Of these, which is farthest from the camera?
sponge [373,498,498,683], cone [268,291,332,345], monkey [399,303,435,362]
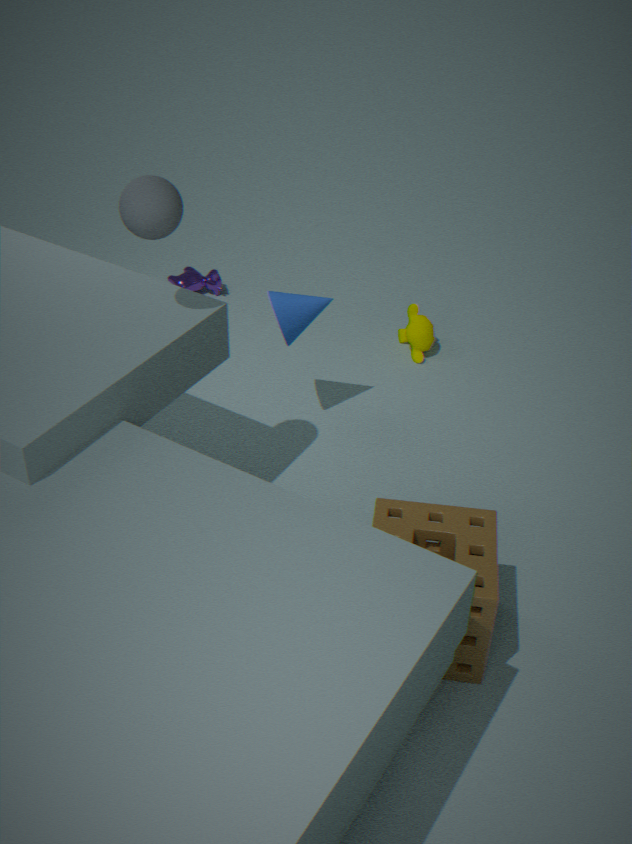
monkey [399,303,435,362]
